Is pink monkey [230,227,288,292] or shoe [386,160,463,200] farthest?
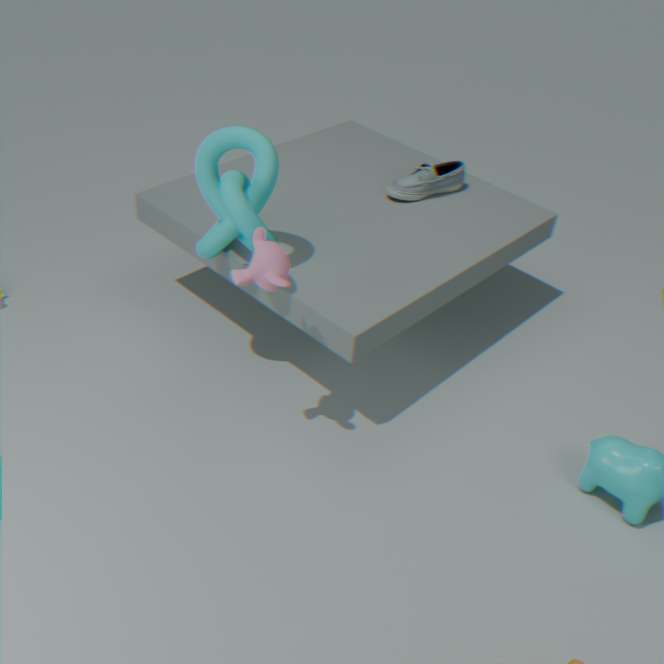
shoe [386,160,463,200]
